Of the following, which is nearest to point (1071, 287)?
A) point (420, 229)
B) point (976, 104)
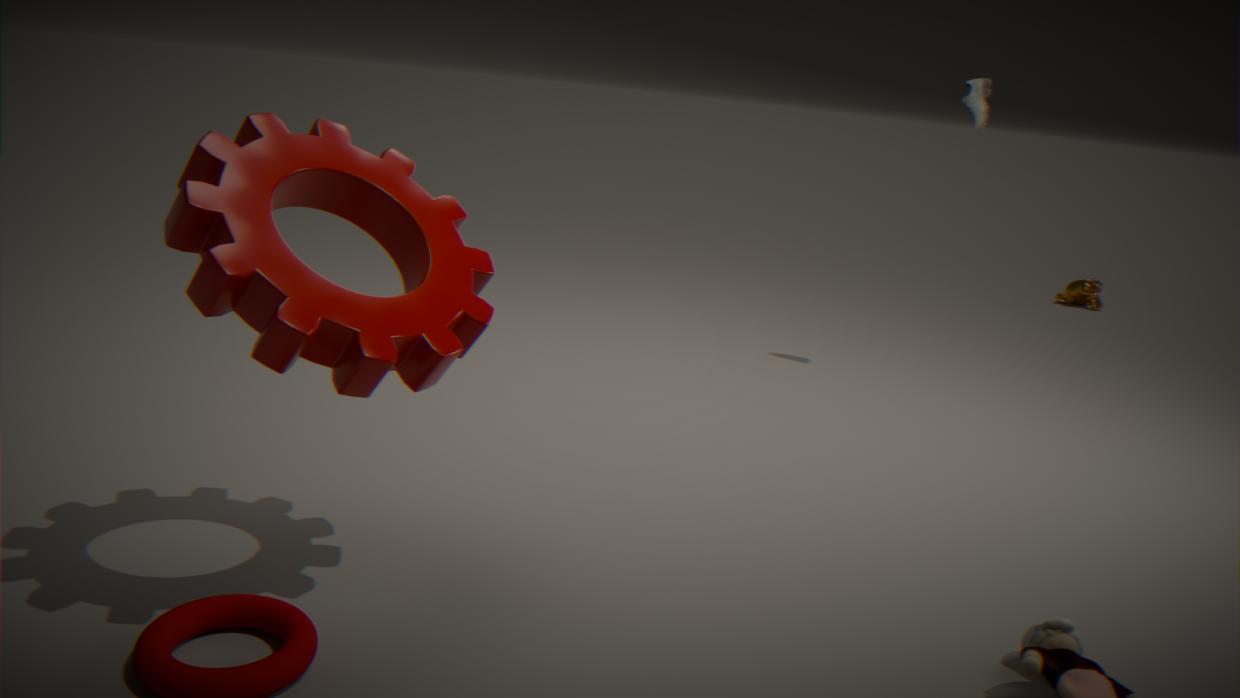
point (976, 104)
